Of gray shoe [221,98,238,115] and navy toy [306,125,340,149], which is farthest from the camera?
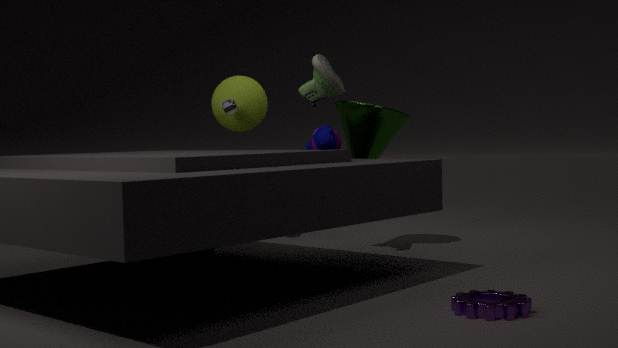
gray shoe [221,98,238,115]
